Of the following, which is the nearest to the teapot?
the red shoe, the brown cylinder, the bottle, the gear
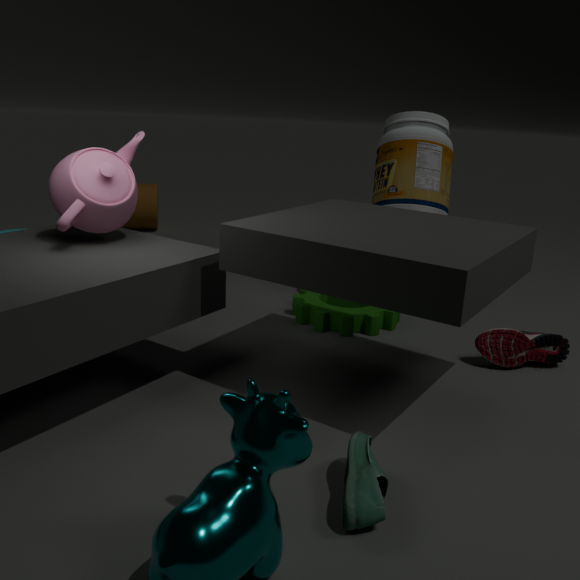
the gear
